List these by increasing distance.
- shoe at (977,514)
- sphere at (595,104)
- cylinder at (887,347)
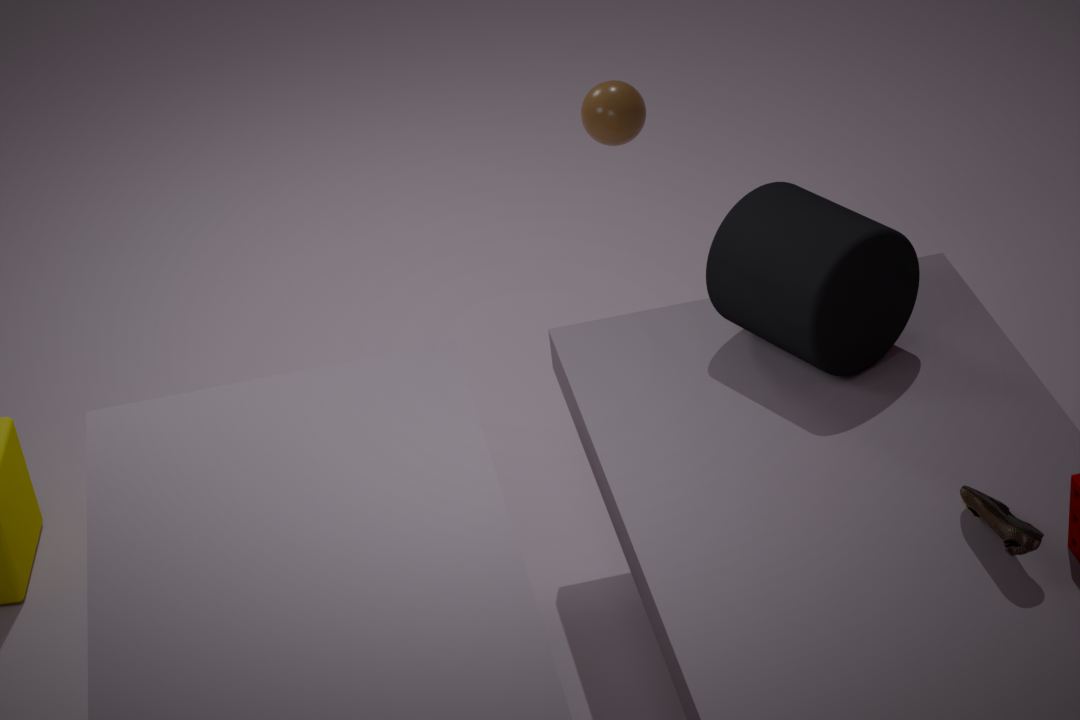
shoe at (977,514) < cylinder at (887,347) < sphere at (595,104)
